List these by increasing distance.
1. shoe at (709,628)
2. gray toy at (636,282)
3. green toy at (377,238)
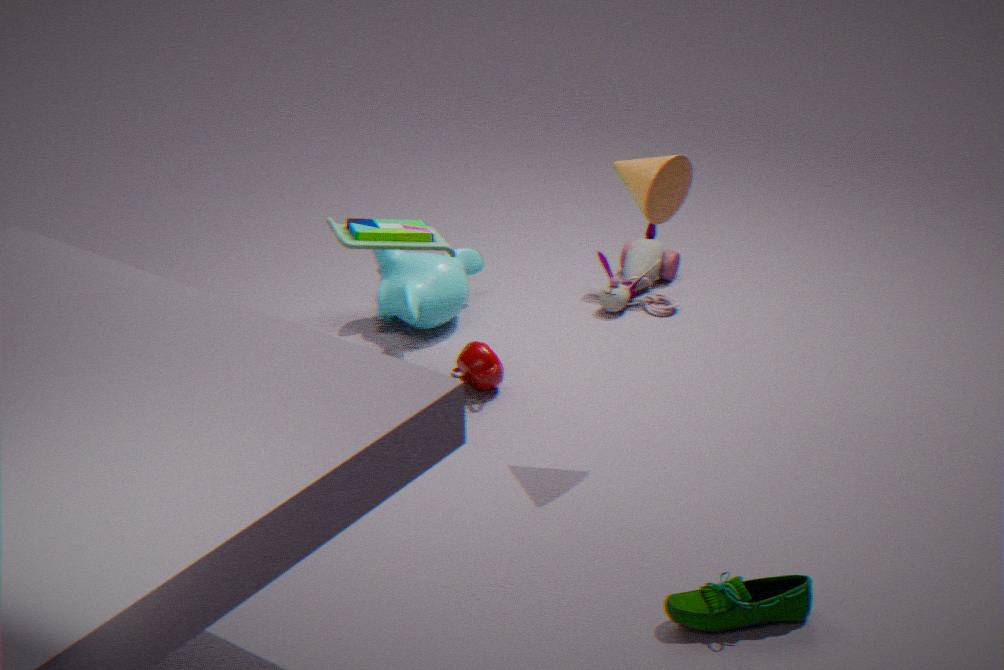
shoe at (709,628)
green toy at (377,238)
gray toy at (636,282)
